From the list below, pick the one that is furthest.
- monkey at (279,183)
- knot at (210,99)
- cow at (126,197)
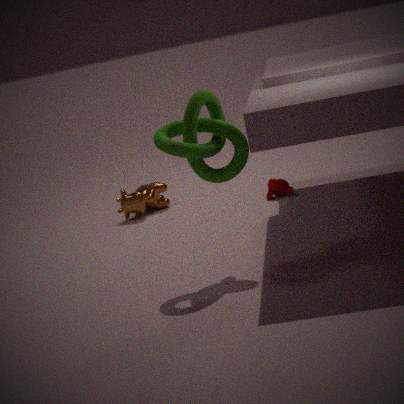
cow at (126,197)
